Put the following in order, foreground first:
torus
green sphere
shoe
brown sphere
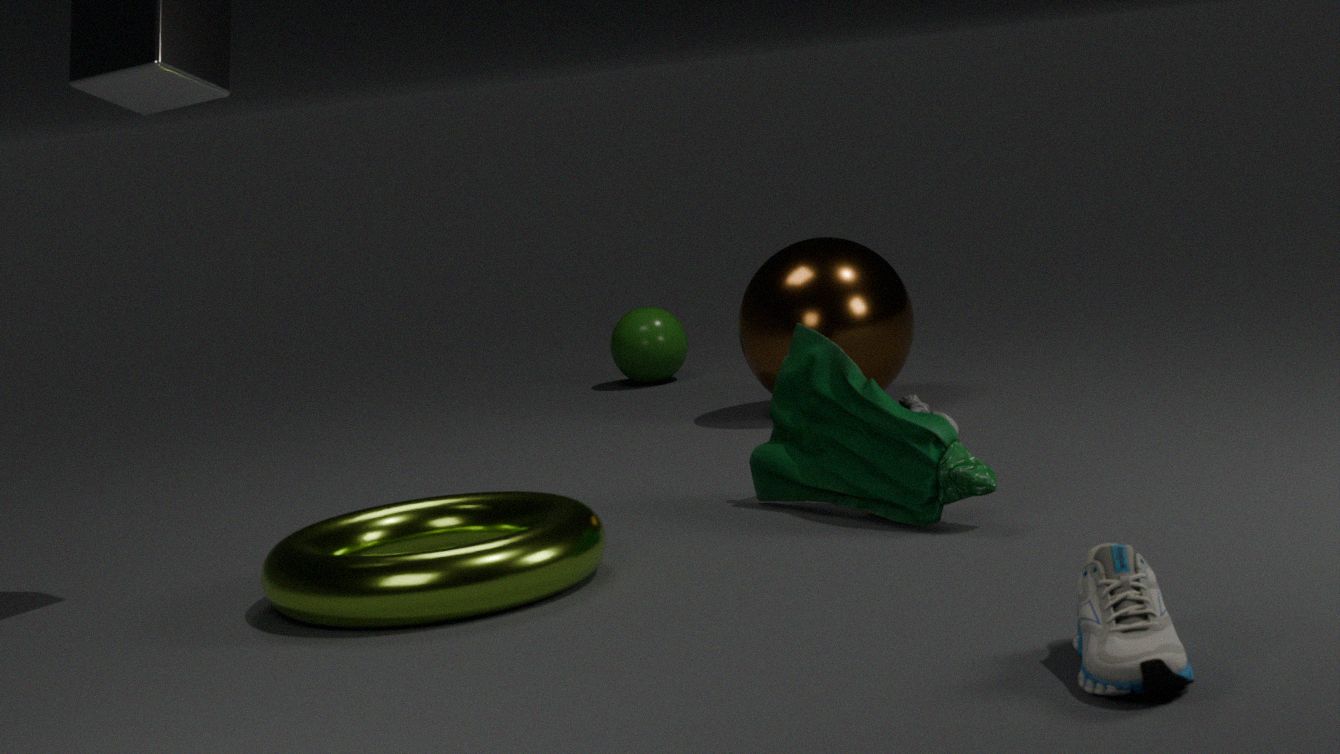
shoe → torus → brown sphere → green sphere
